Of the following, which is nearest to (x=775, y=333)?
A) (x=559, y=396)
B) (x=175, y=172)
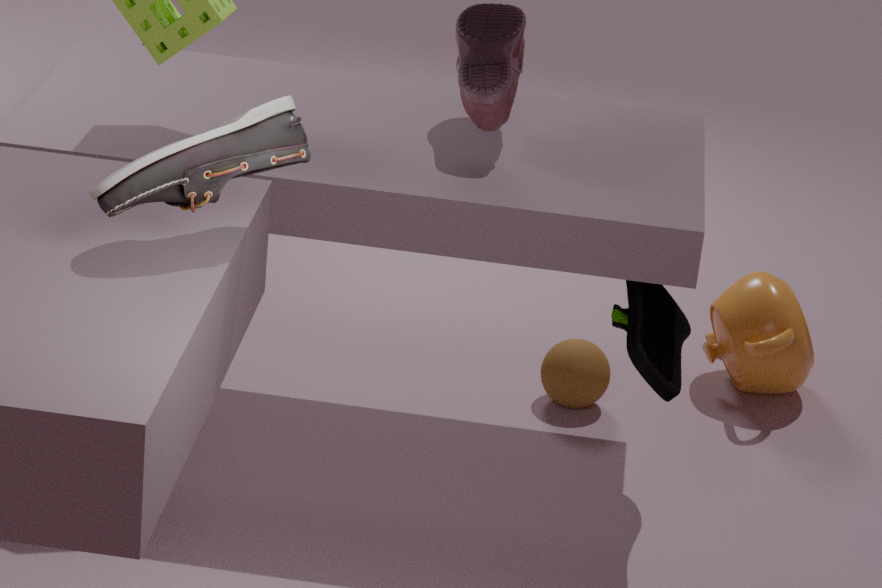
(x=559, y=396)
